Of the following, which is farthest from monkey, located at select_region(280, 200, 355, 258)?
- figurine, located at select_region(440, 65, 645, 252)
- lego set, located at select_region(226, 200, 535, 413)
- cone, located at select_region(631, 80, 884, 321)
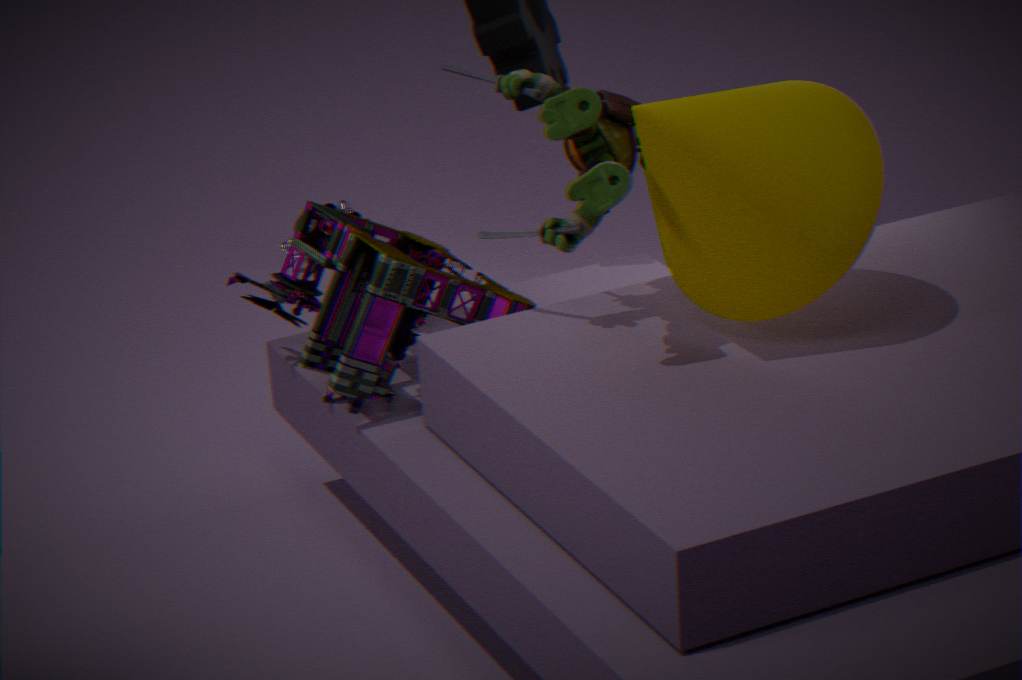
cone, located at select_region(631, 80, 884, 321)
